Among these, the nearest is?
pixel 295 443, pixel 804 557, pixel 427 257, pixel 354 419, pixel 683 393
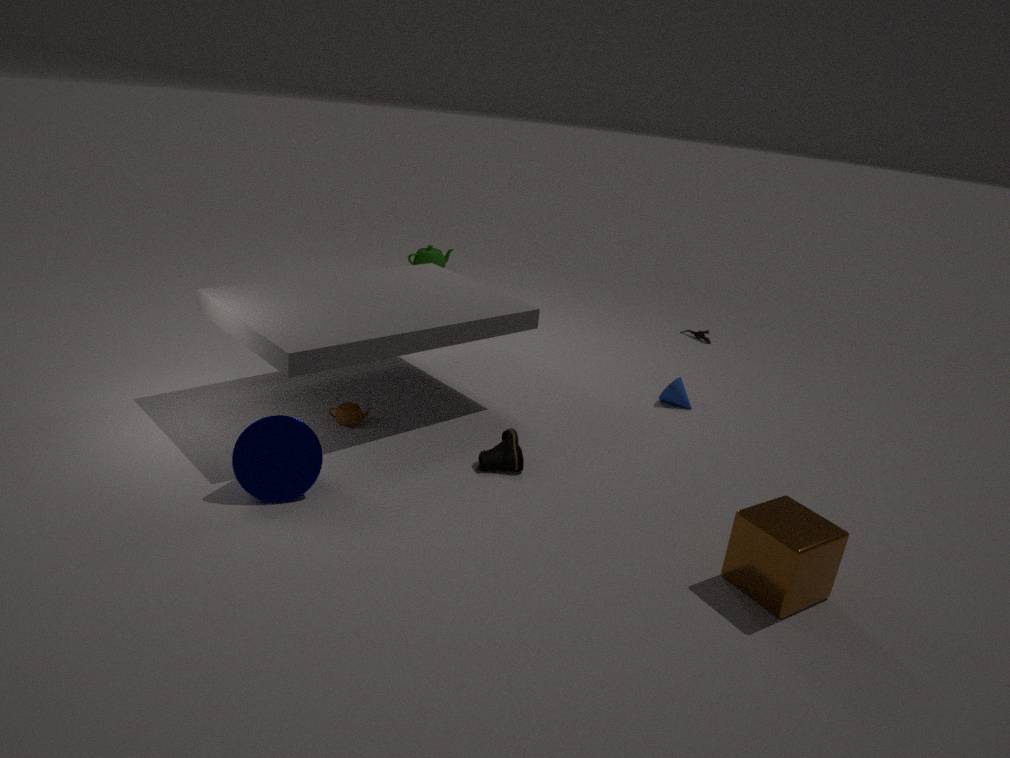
pixel 804 557
